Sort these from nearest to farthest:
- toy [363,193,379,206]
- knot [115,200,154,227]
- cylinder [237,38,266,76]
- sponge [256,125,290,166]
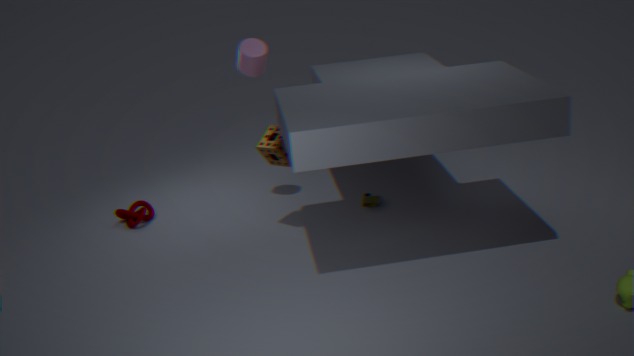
sponge [256,125,290,166] → cylinder [237,38,266,76] → toy [363,193,379,206] → knot [115,200,154,227]
